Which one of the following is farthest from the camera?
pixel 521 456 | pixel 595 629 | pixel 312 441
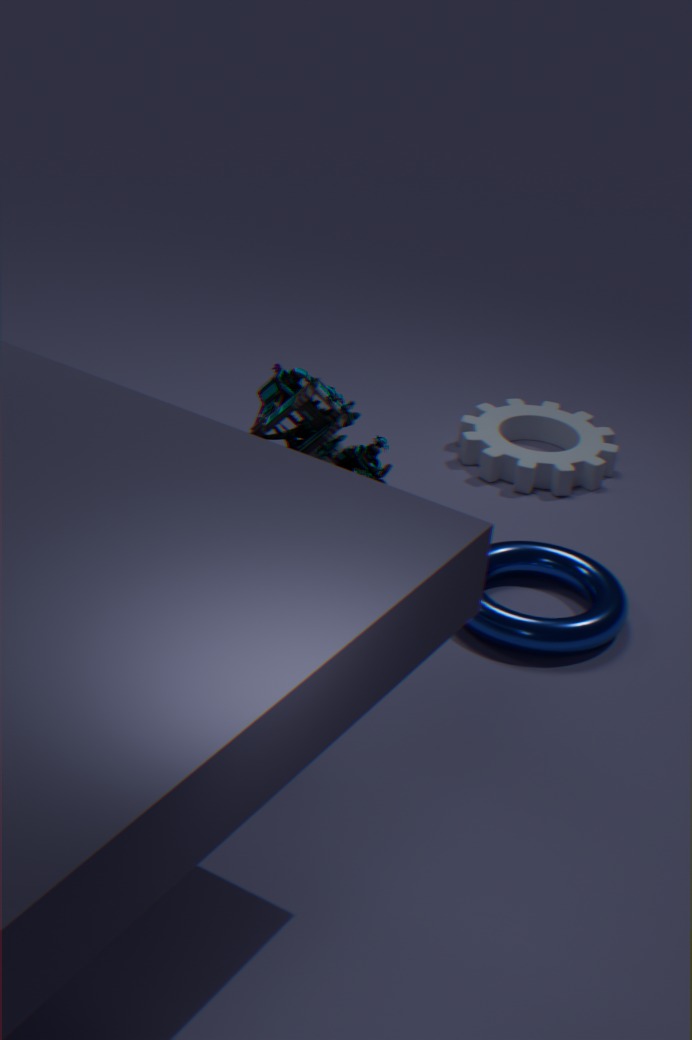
pixel 521 456
